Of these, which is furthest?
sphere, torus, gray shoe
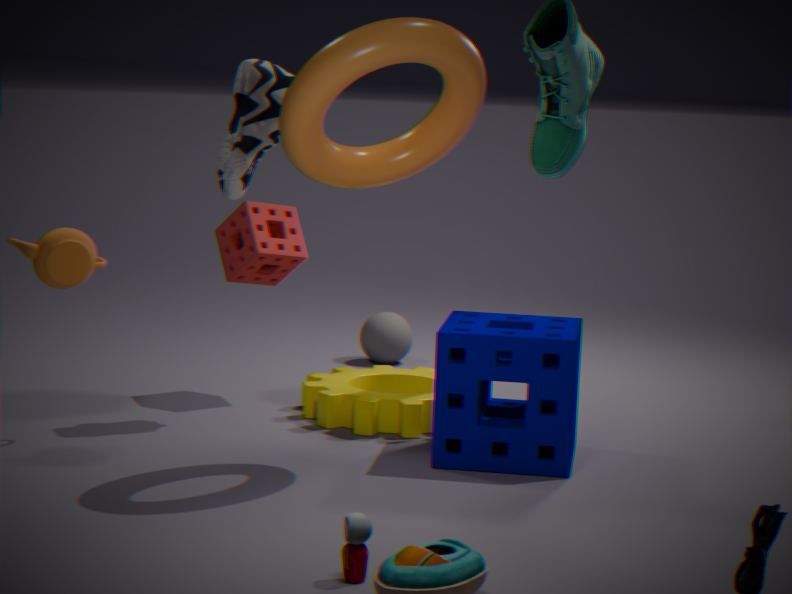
sphere
